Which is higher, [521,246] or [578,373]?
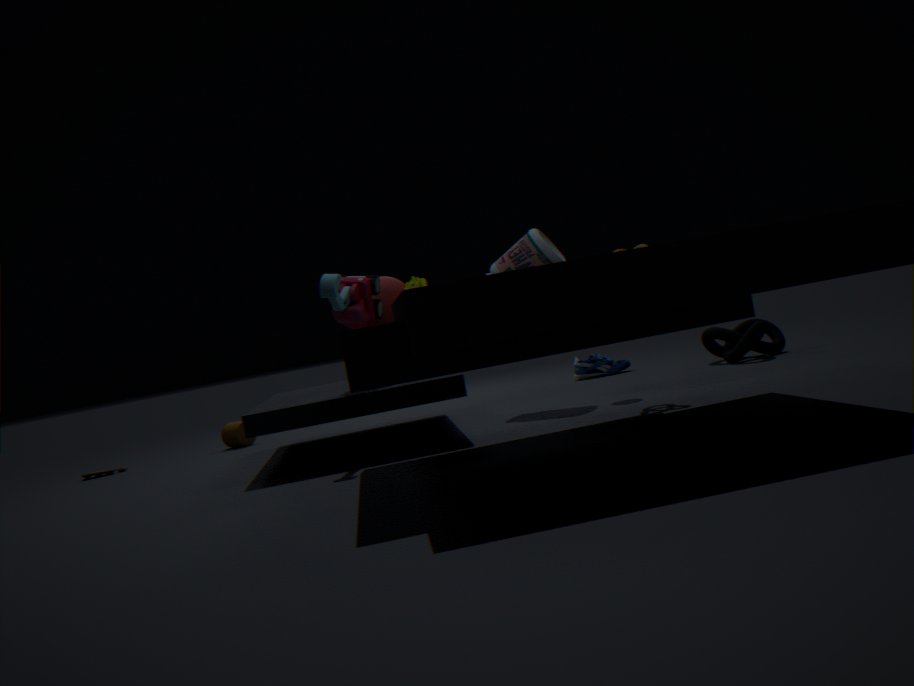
[521,246]
